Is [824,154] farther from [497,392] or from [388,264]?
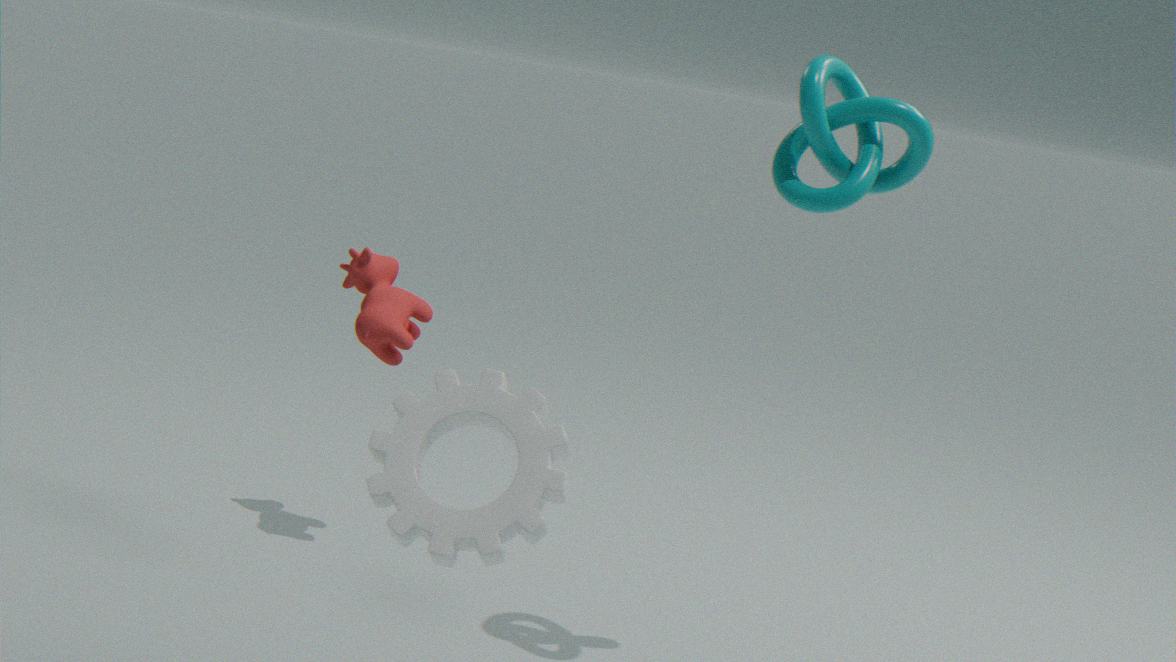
[388,264]
